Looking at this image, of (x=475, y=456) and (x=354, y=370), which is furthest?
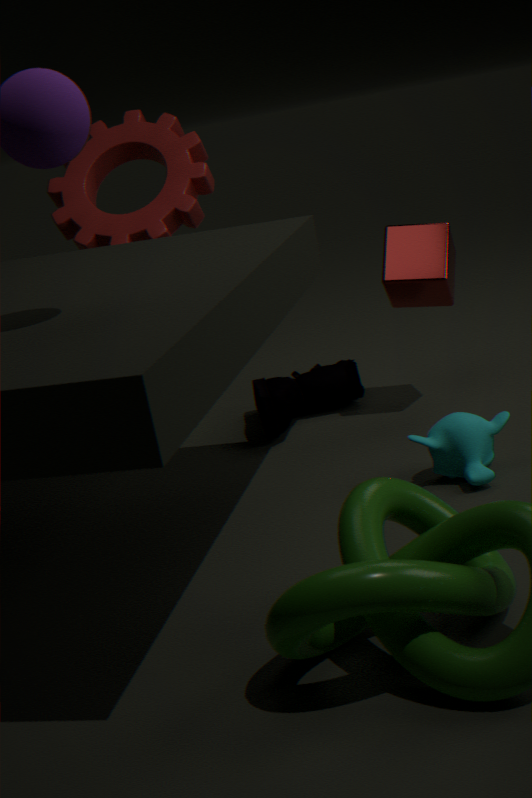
(x=354, y=370)
